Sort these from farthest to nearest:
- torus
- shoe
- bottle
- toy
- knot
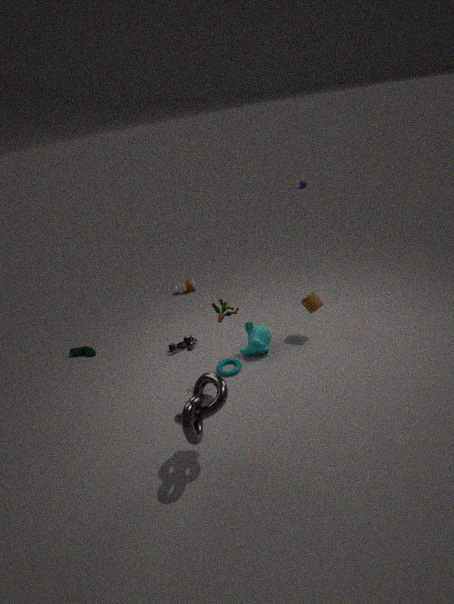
bottle < shoe < torus < toy < knot
